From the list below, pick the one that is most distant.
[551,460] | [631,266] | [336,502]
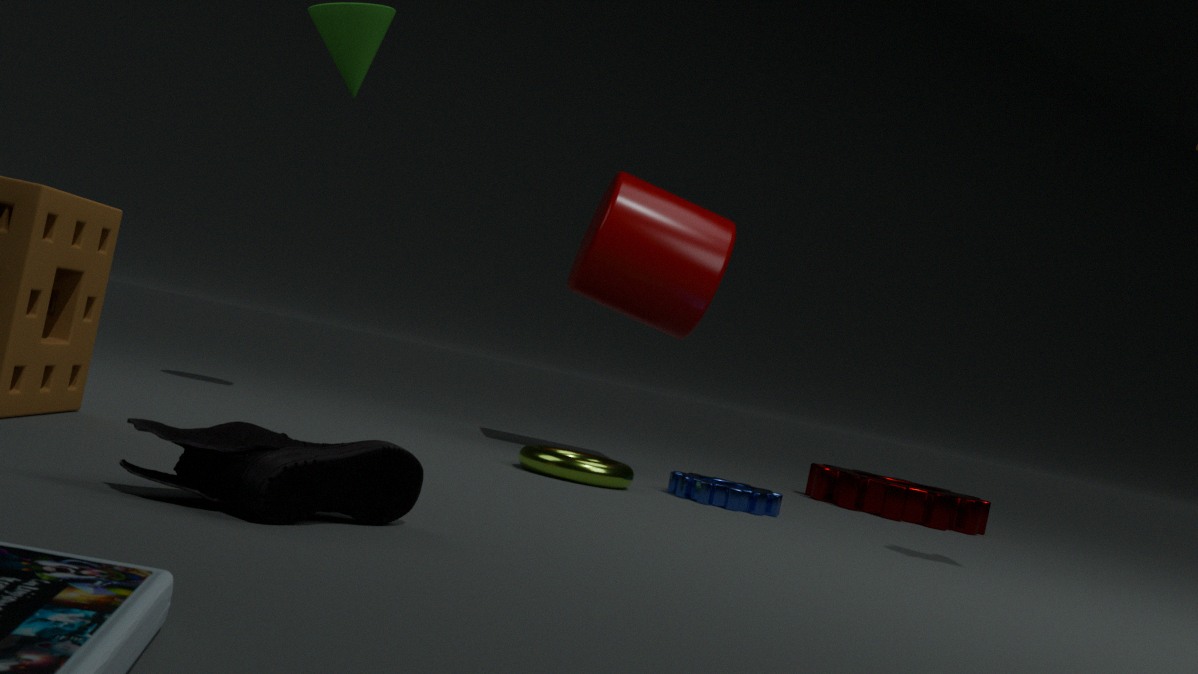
[631,266]
